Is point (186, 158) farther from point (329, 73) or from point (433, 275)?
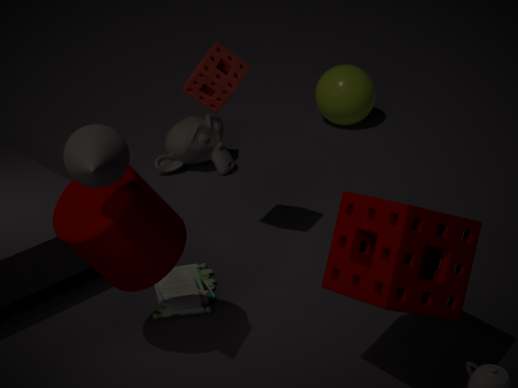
point (433, 275)
